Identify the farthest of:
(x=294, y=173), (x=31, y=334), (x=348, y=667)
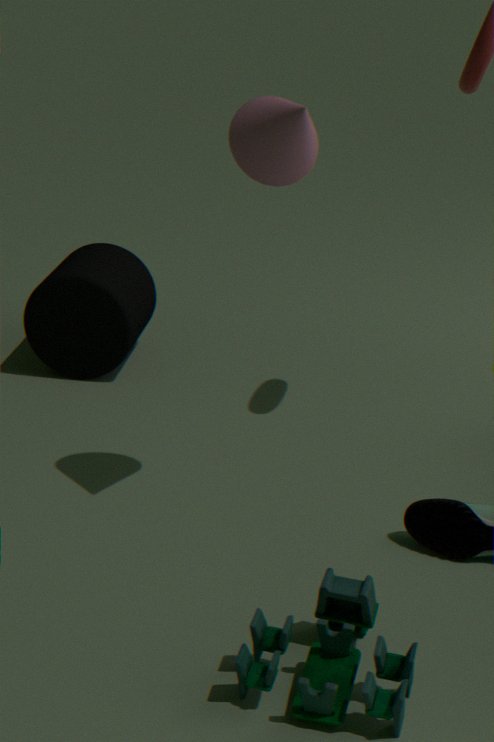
(x=31, y=334)
